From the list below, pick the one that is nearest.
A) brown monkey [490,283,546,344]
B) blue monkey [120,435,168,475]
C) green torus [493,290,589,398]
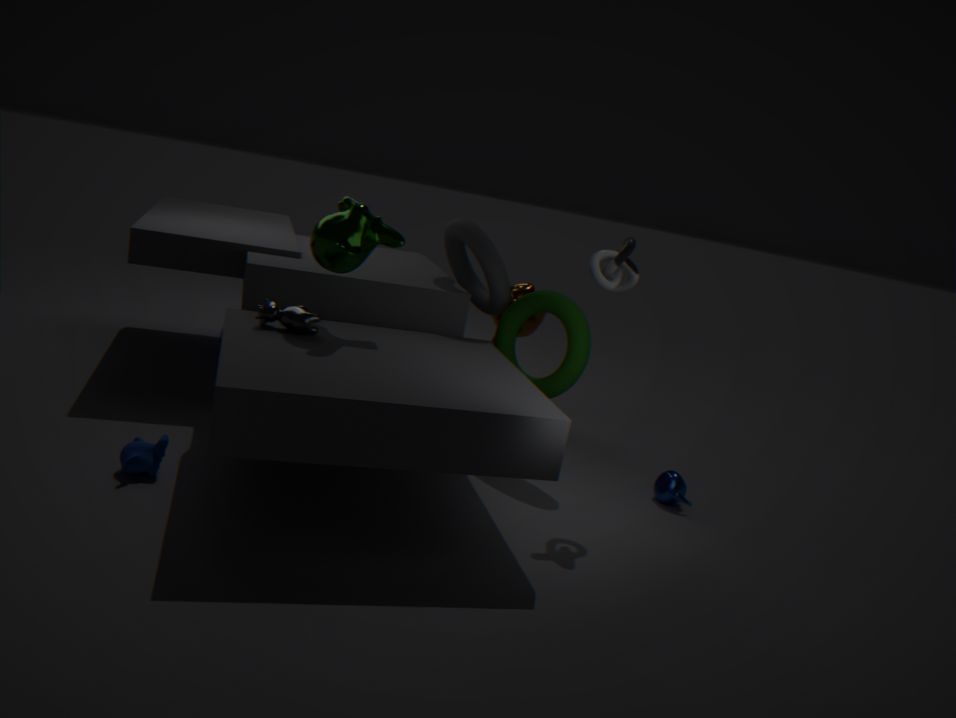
blue monkey [120,435,168,475]
